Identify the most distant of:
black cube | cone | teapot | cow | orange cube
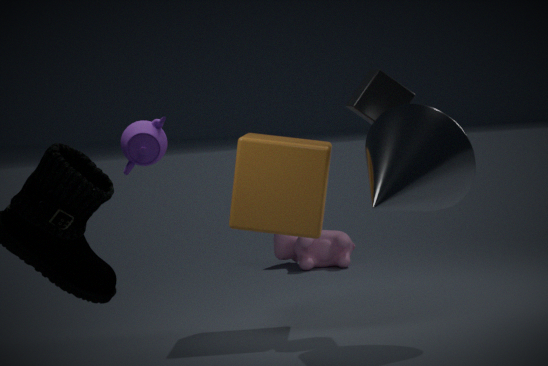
cow
